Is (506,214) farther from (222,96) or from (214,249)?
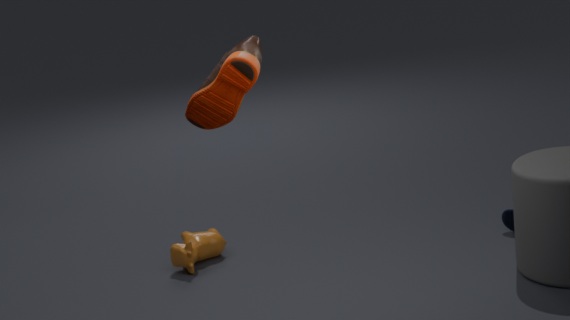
(222,96)
